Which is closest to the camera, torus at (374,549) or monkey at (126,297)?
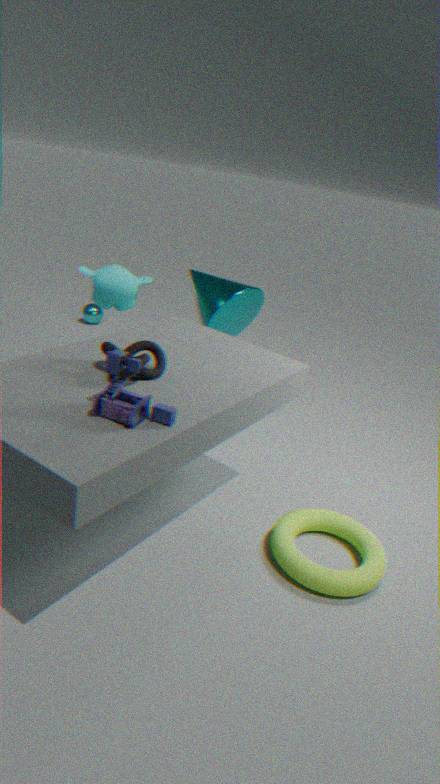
torus at (374,549)
